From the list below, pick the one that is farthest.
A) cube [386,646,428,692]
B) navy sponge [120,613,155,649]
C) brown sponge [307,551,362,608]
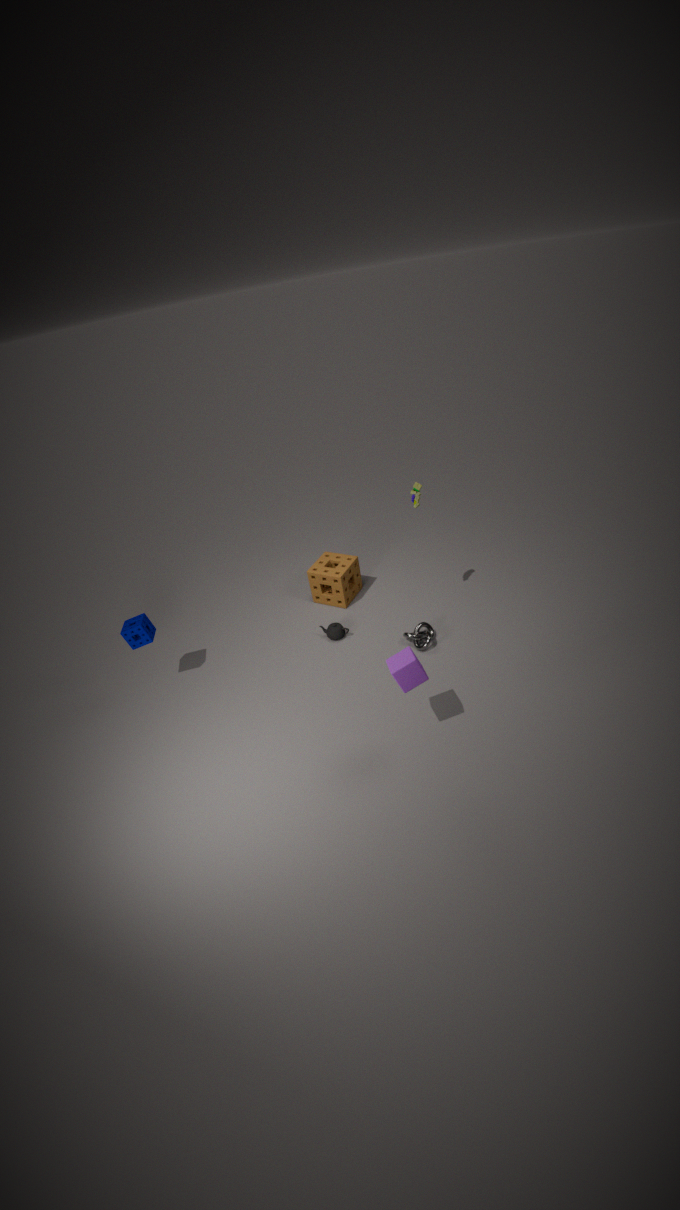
C. brown sponge [307,551,362,608]
